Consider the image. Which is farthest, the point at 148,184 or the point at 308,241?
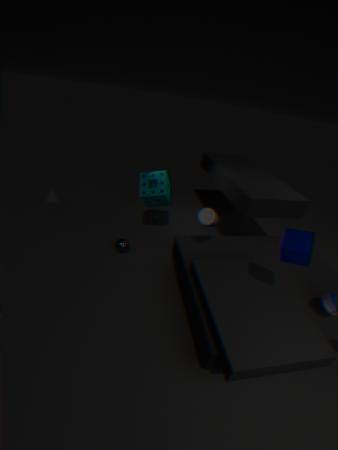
the point at 148,184
